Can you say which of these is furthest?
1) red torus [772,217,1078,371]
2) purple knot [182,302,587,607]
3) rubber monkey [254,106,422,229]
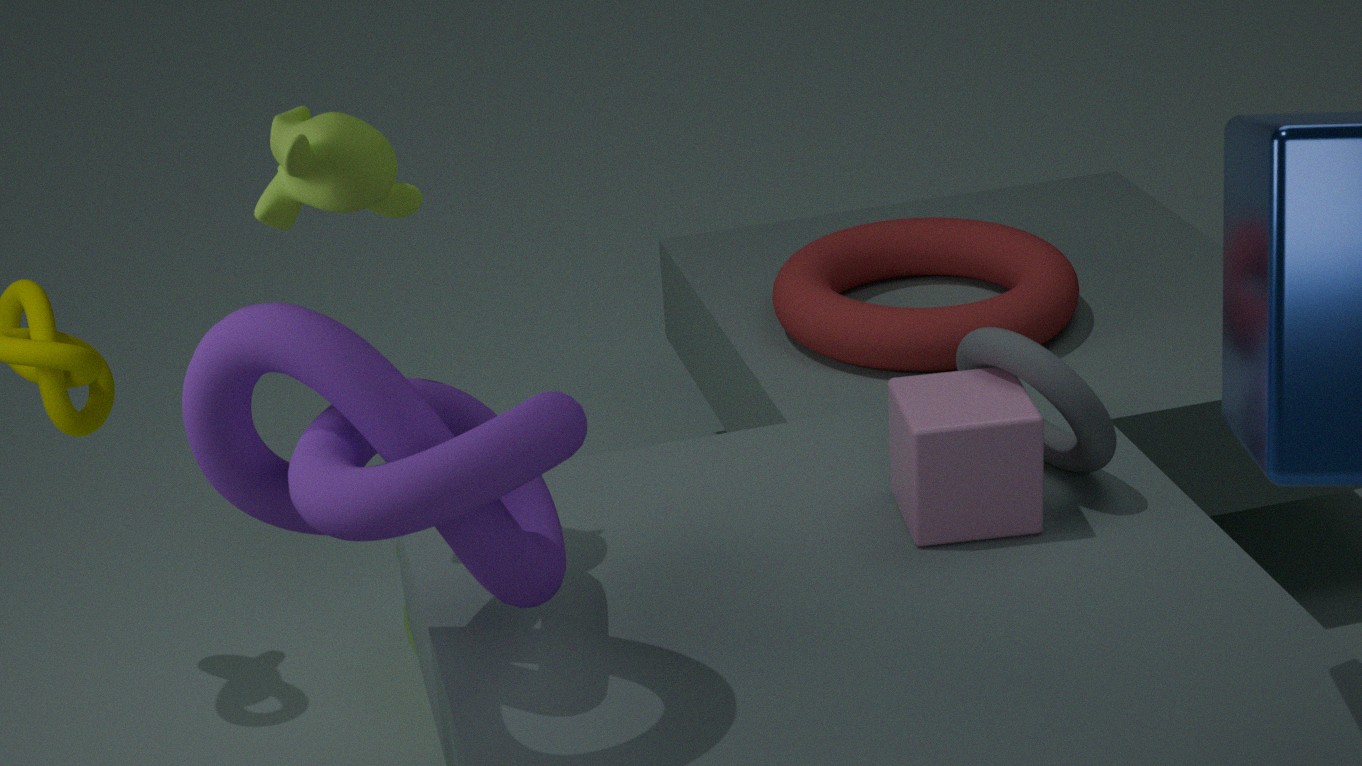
1. red torus [772,217,1078,371]
